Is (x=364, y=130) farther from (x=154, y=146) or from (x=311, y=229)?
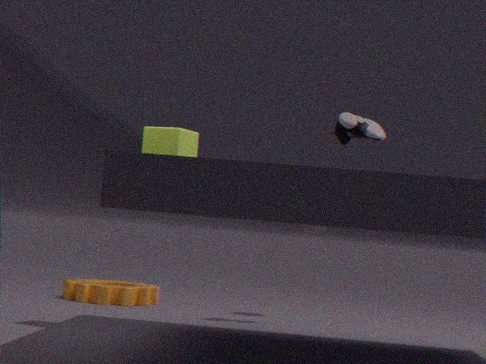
(x=154, y=146)
